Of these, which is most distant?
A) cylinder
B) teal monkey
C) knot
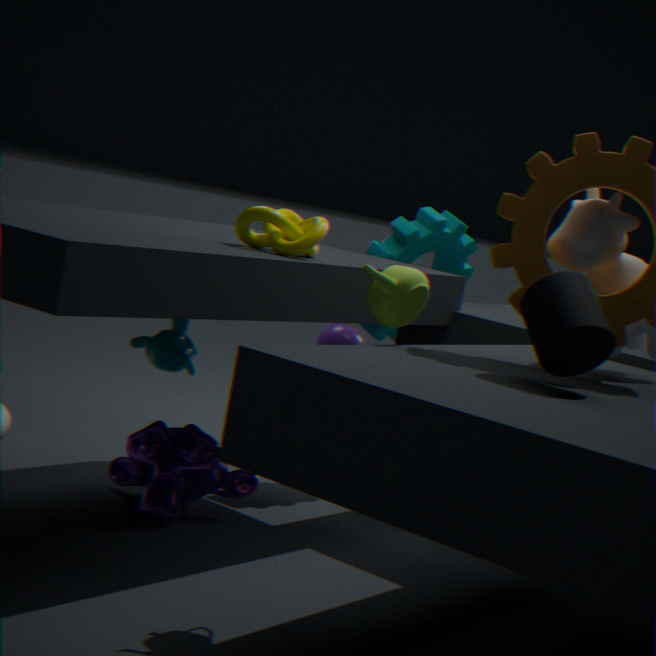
teal monkey
